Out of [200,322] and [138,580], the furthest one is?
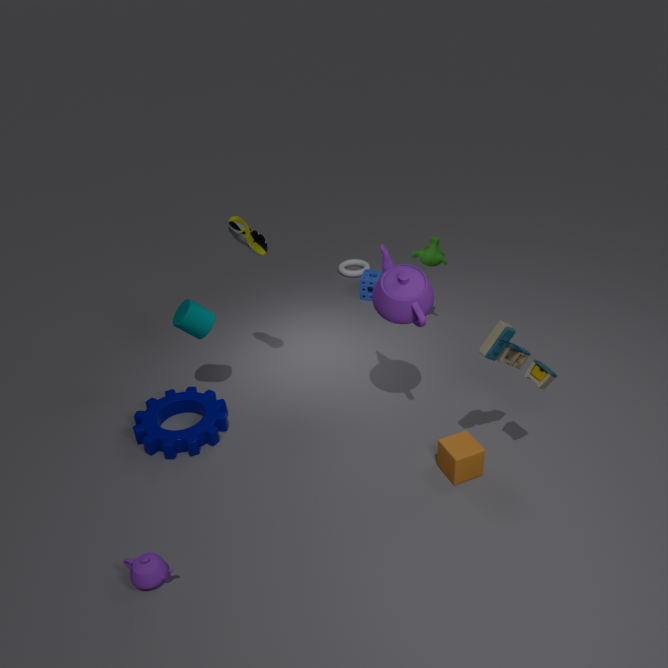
[200,322]
